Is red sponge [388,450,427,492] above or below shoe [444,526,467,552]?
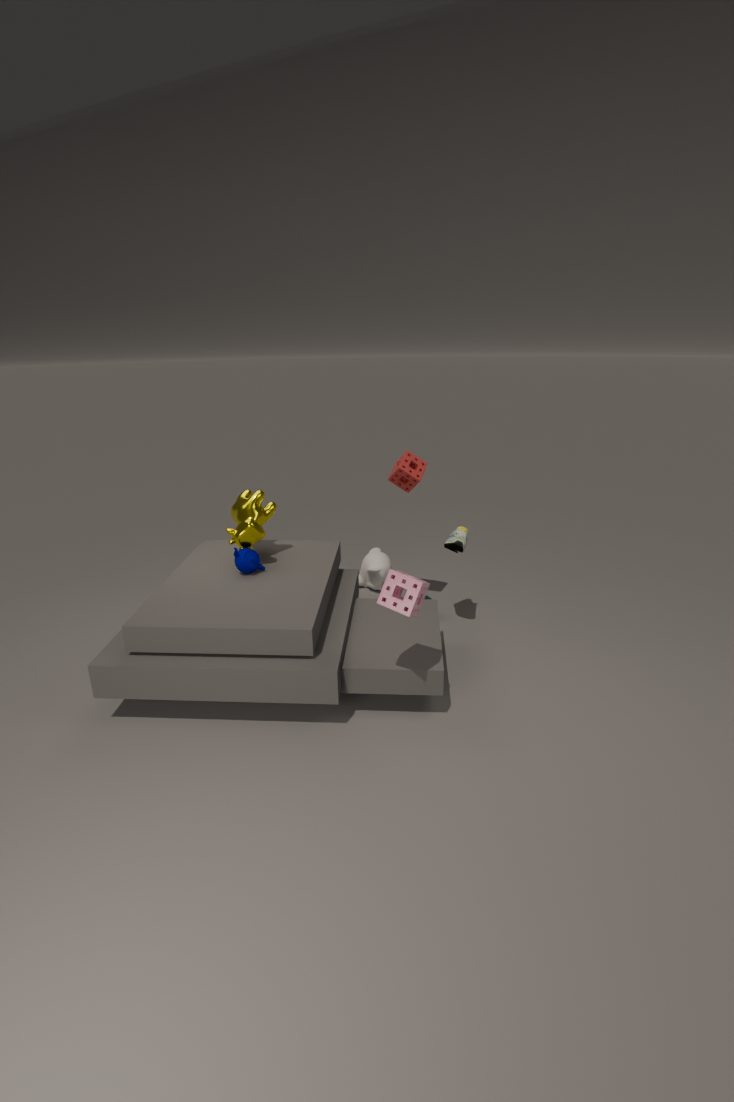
above
